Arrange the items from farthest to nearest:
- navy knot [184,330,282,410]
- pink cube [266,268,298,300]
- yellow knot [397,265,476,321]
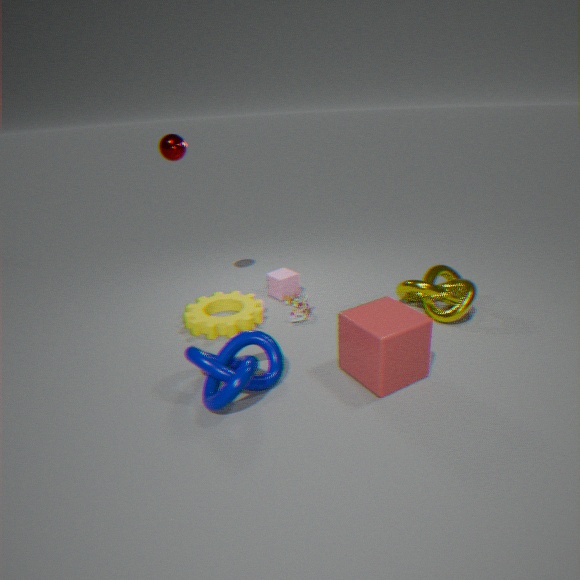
1. pink cube [266,268,298,300]
2. yellow knot [397,265,476,321]
3. navy knot [184,330,282,410]
